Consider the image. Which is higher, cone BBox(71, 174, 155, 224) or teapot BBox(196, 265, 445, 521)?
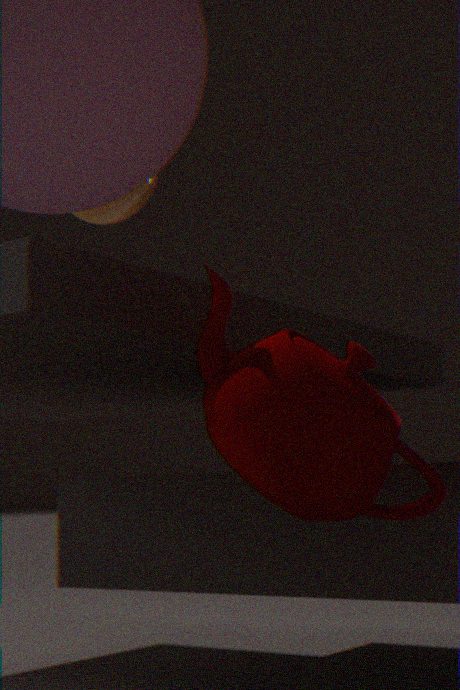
cone BBox(71, 174, 155, 224)
